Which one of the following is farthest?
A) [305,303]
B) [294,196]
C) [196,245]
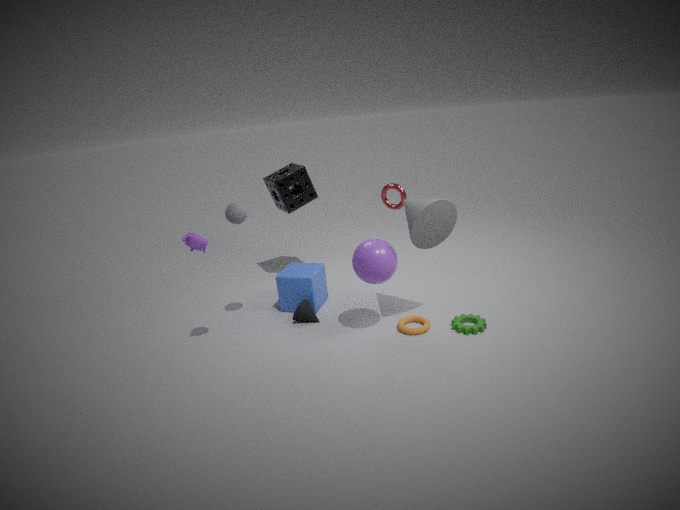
[294,196]
